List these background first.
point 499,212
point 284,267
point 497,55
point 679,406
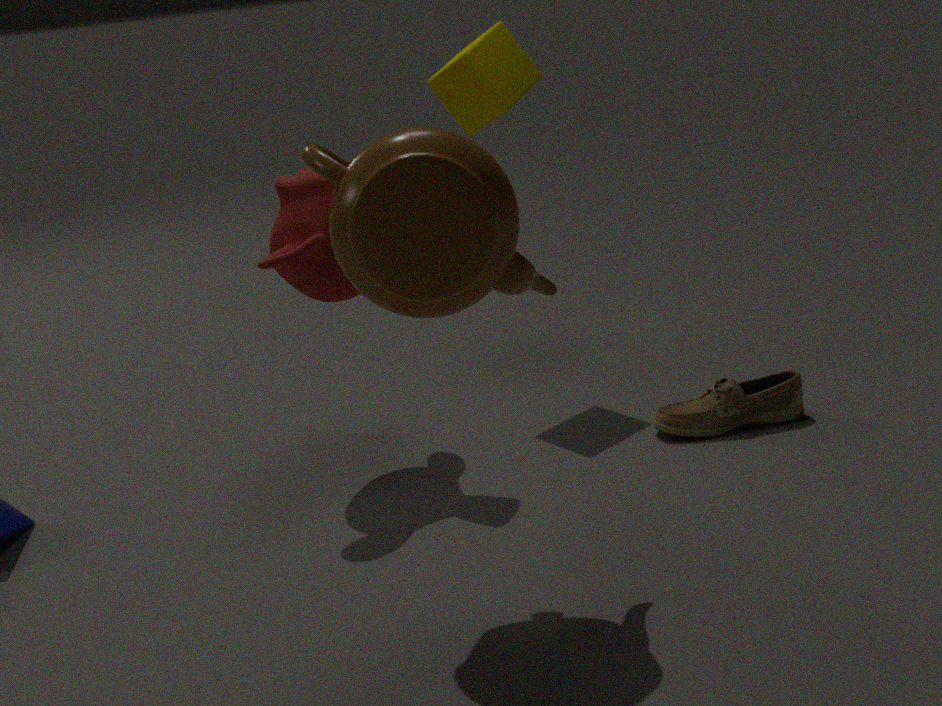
point 497,55 < point 679,406 < point 284,267 < point 499,212
